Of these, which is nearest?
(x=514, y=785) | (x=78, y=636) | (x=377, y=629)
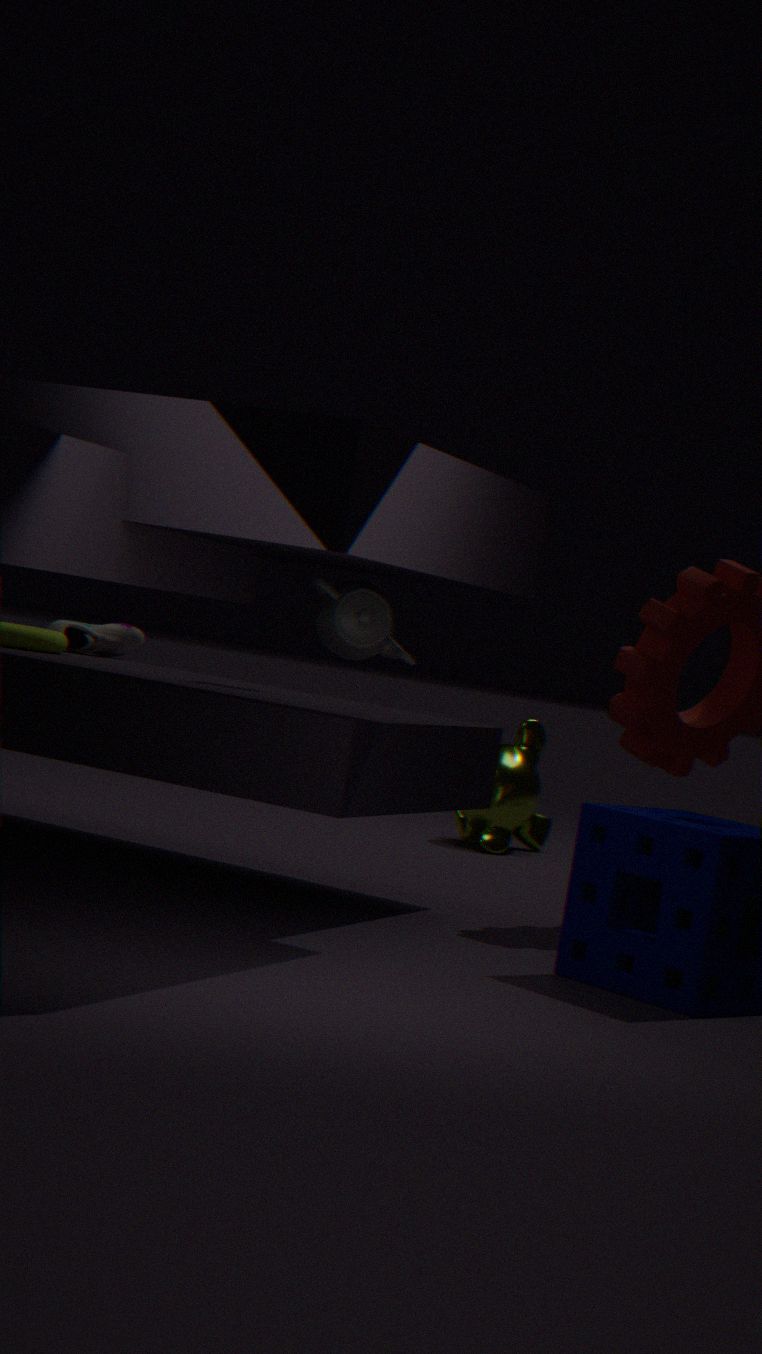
(x=377, y=629)
